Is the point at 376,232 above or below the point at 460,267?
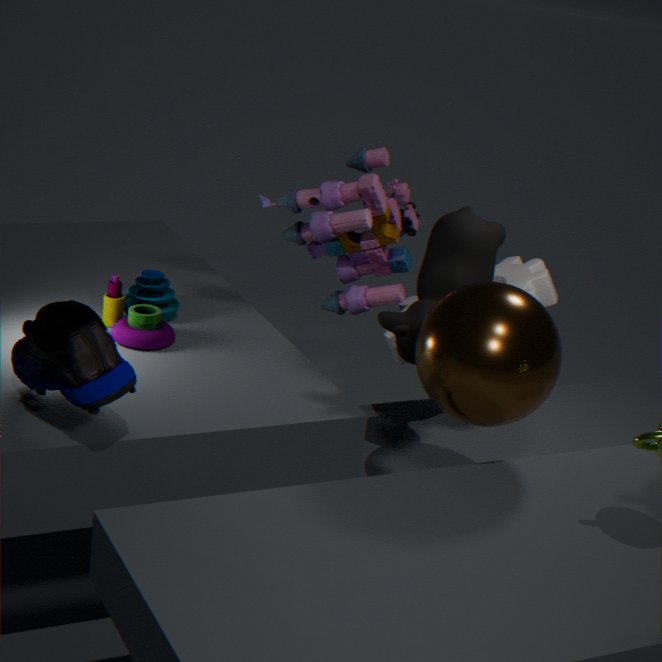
below
